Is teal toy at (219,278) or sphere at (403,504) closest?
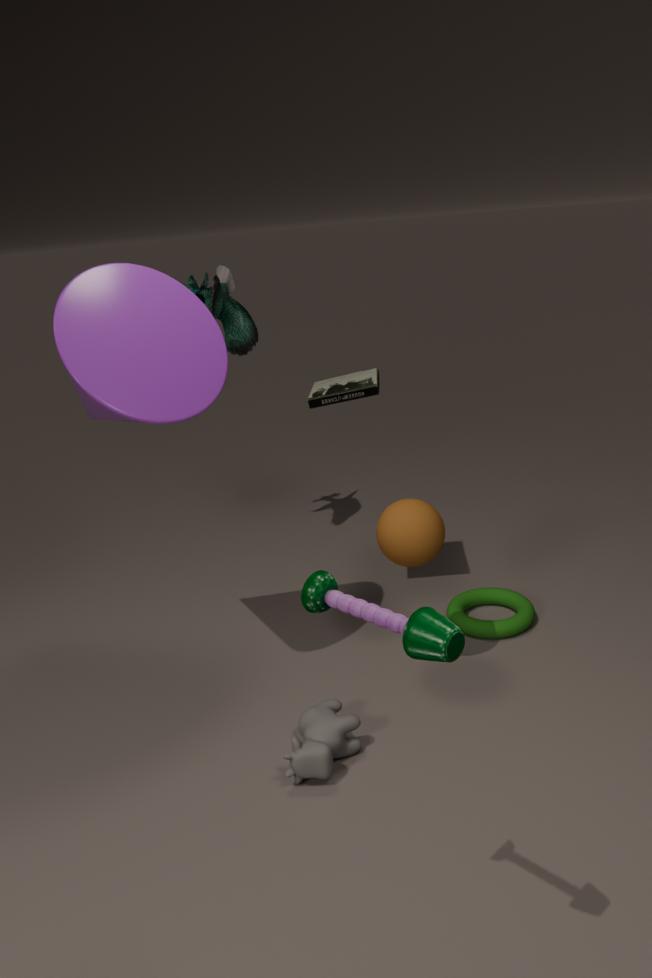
sphere at (403,504)
